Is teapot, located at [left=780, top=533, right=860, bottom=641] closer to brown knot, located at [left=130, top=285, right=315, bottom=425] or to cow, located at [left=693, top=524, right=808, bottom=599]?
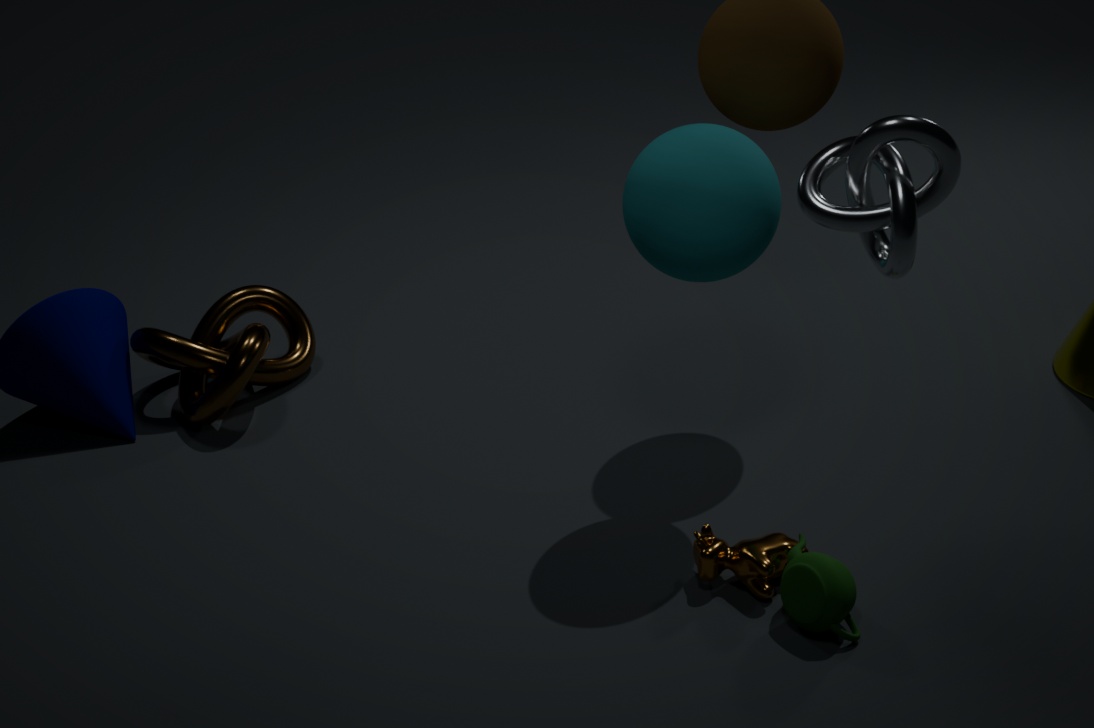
cow, located at [left=693, top=524, right=808, bottom=599]
